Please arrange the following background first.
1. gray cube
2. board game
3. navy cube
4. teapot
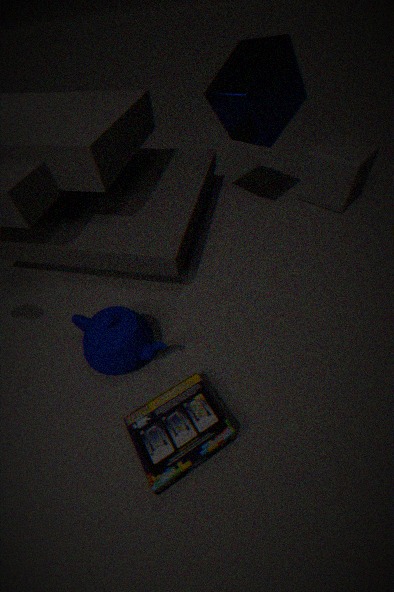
gray cube < navy cube < teapot < board game
